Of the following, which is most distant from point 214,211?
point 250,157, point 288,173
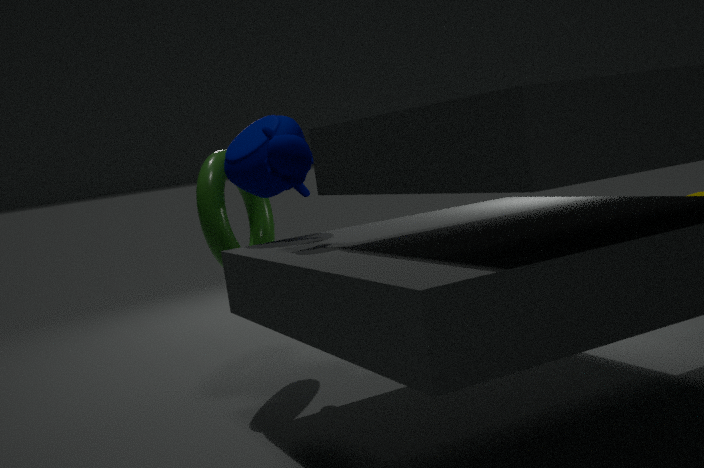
point 288,173
